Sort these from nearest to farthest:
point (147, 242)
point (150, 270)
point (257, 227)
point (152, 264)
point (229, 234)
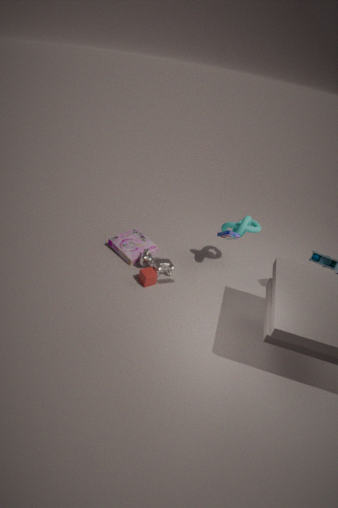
point (229, 234) → point (150, 270) → point (152, 264) → point (257, 227) → point (147, 242)
